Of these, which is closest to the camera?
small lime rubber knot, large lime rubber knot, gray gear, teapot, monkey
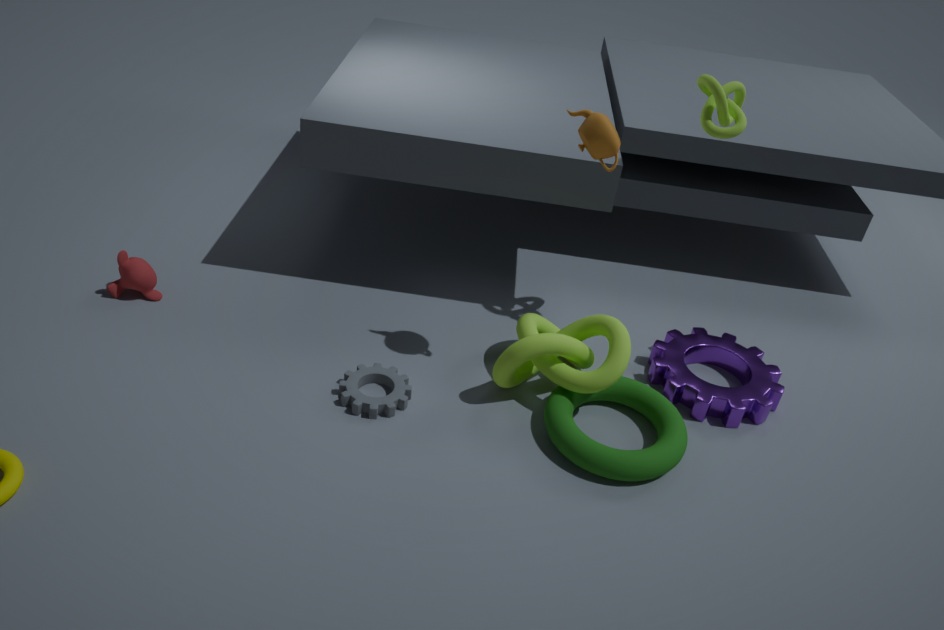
teapot
